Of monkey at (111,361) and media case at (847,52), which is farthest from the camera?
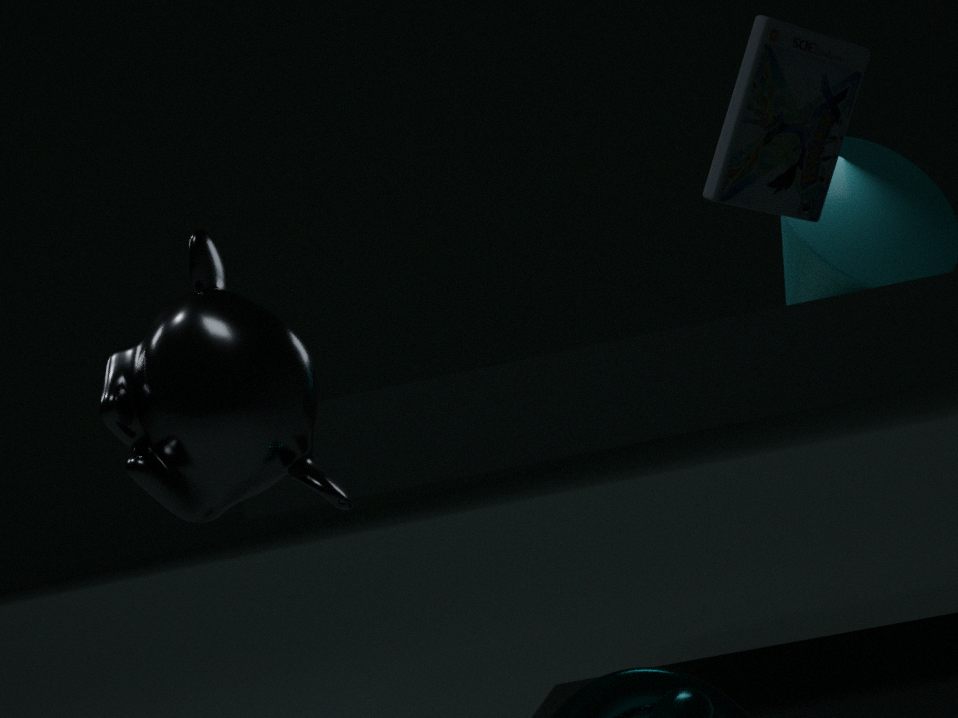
media case at (847,52)
